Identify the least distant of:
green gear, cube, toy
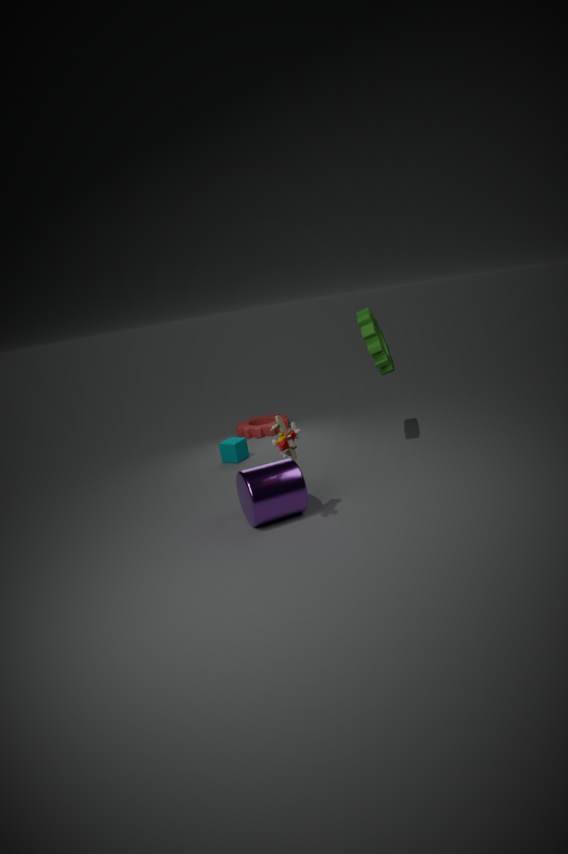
toy
